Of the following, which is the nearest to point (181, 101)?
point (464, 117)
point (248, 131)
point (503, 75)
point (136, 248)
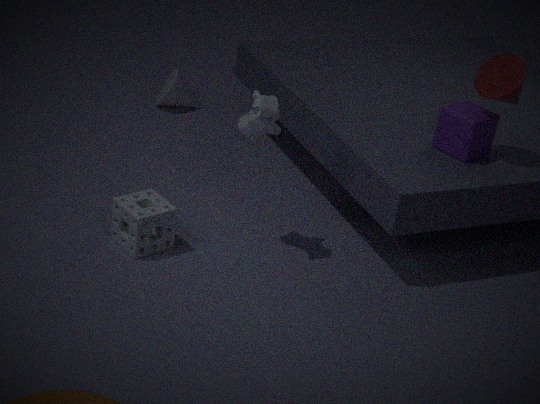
point (136, 248)
